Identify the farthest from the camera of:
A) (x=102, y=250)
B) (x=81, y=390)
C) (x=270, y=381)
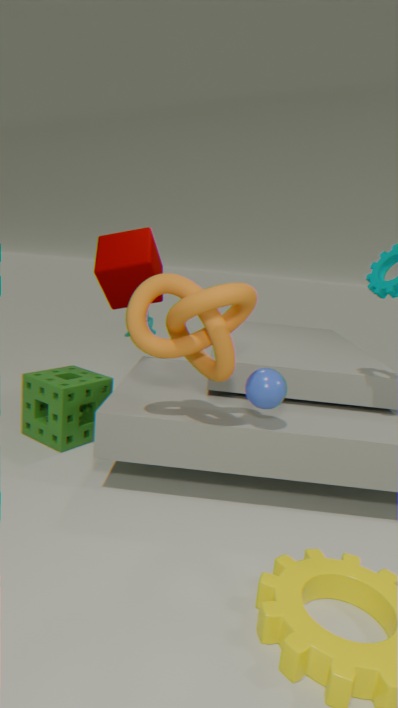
(x=102, y=250)
